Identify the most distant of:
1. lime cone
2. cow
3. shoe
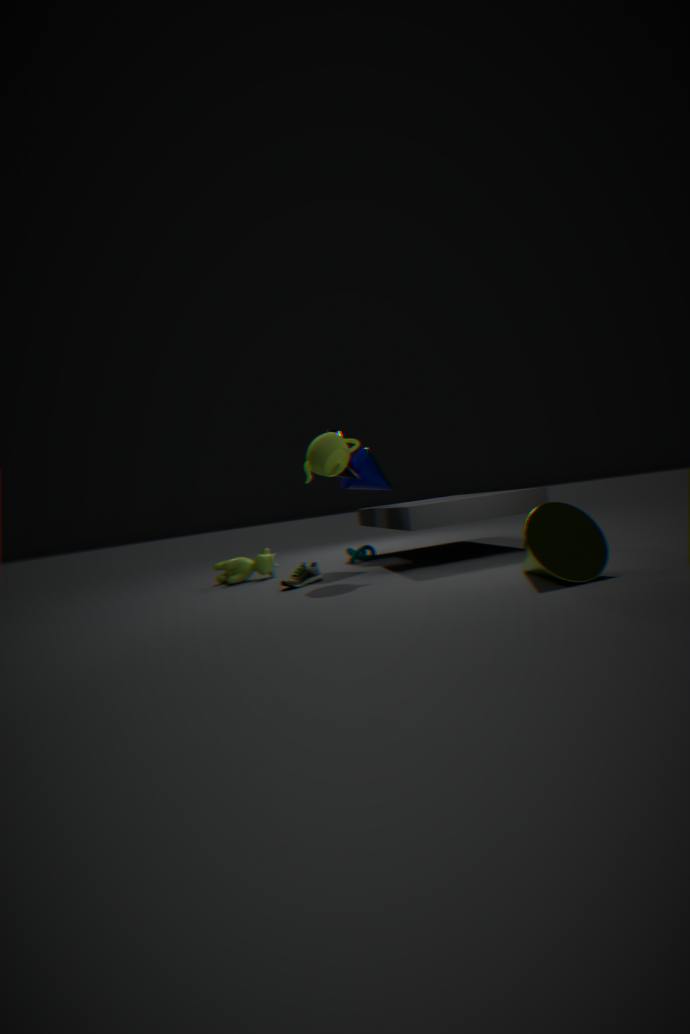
cow
